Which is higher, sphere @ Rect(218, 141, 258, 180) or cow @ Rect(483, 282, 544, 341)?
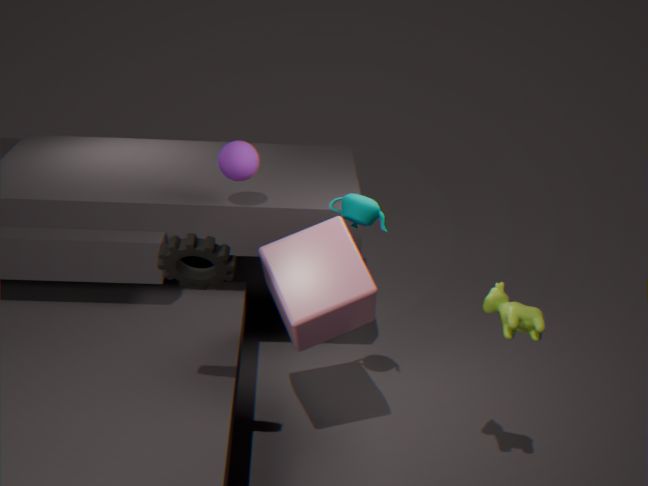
sphere @ Rect(218, 141, 258, 180)
